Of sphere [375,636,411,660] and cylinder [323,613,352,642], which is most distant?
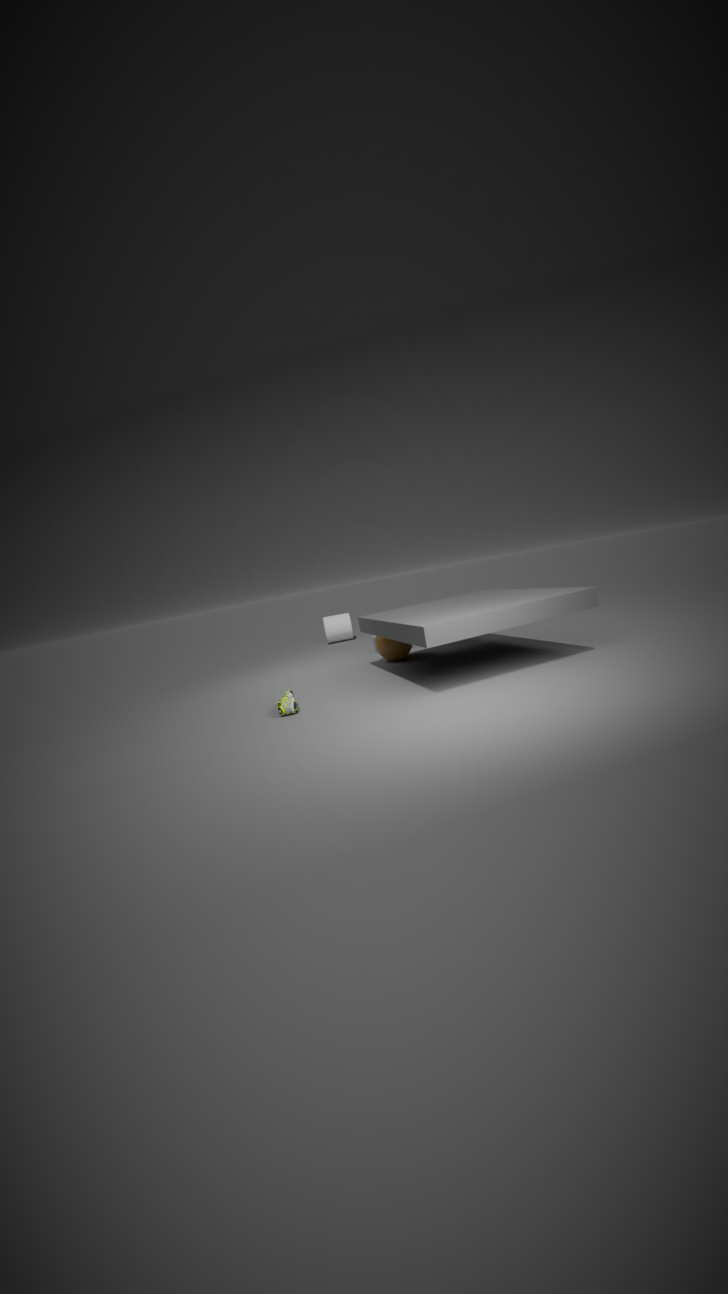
cylinder [323,613,352,642]
